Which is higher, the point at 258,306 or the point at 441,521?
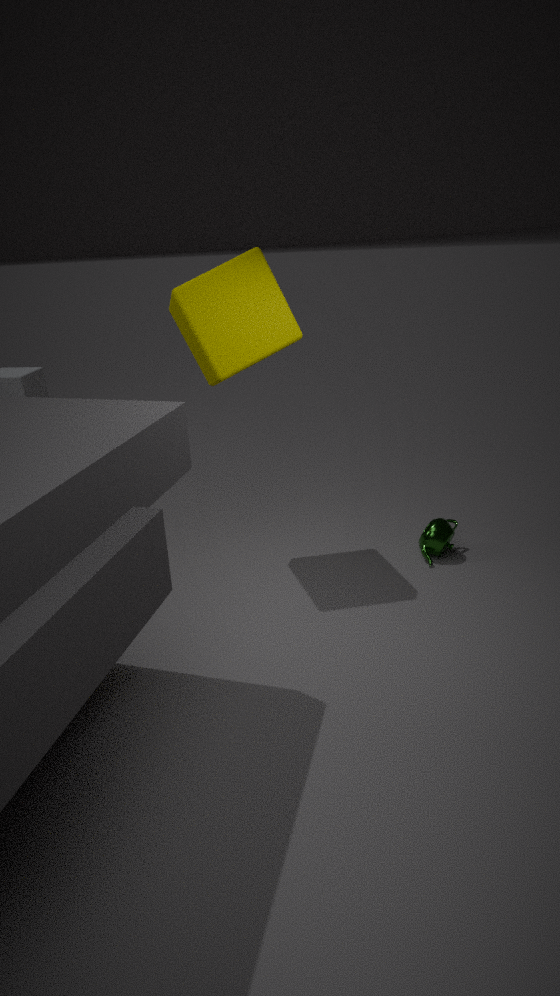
the point at 258,306
